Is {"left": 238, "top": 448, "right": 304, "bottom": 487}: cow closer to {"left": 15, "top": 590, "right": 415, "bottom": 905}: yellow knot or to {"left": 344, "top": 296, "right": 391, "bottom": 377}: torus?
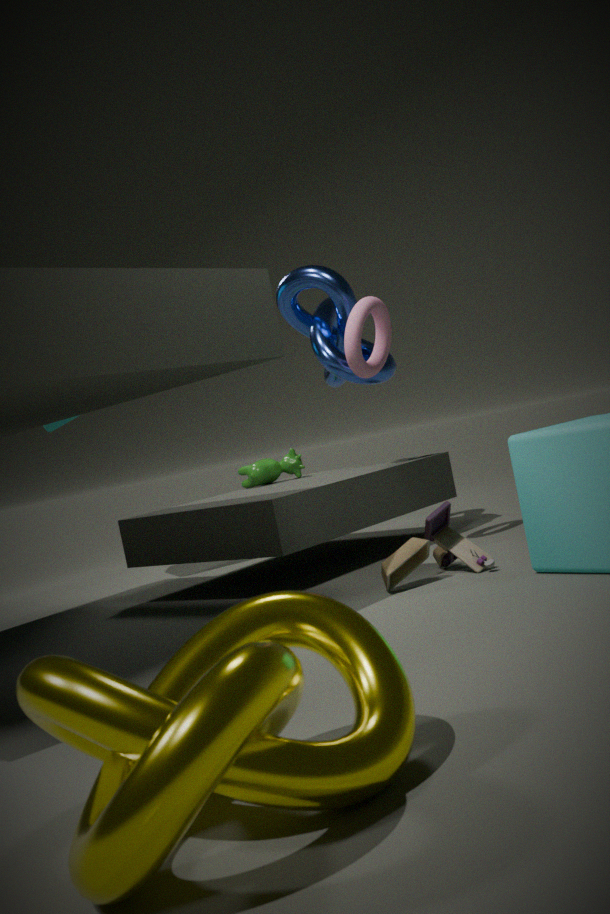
{"left": 344, "top": 296, "right": 391, "bottom": 377}: torus
